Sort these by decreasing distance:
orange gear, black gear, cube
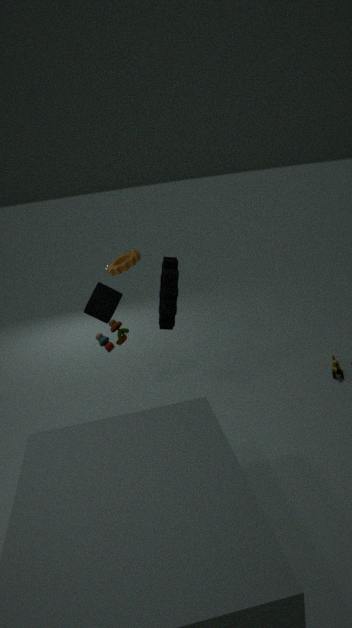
orange gear, black gear, cube
